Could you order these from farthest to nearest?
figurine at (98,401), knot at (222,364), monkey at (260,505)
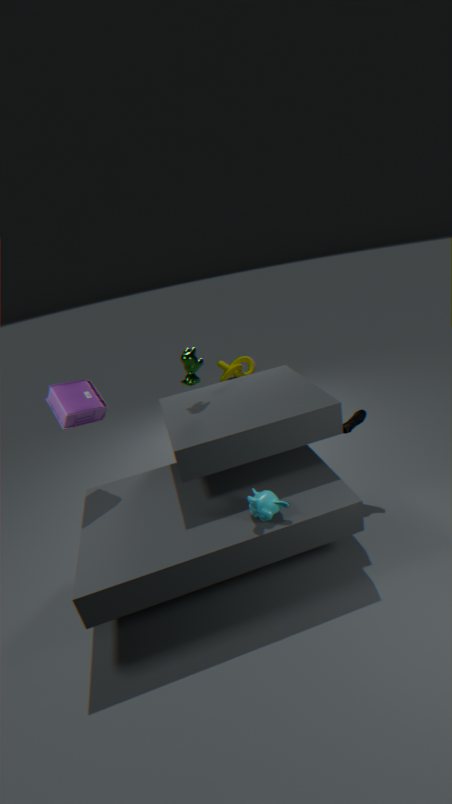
knot at (222,364), figurine at (98,401), monkey at (260,505)
